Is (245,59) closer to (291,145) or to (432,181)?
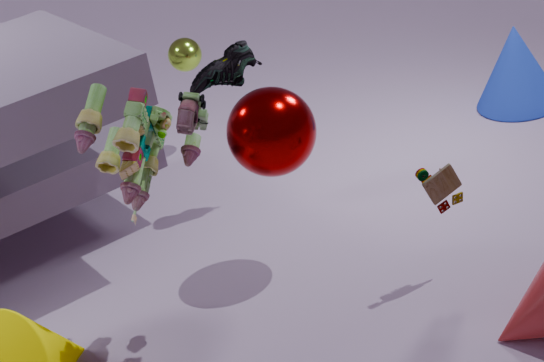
(291,145)
